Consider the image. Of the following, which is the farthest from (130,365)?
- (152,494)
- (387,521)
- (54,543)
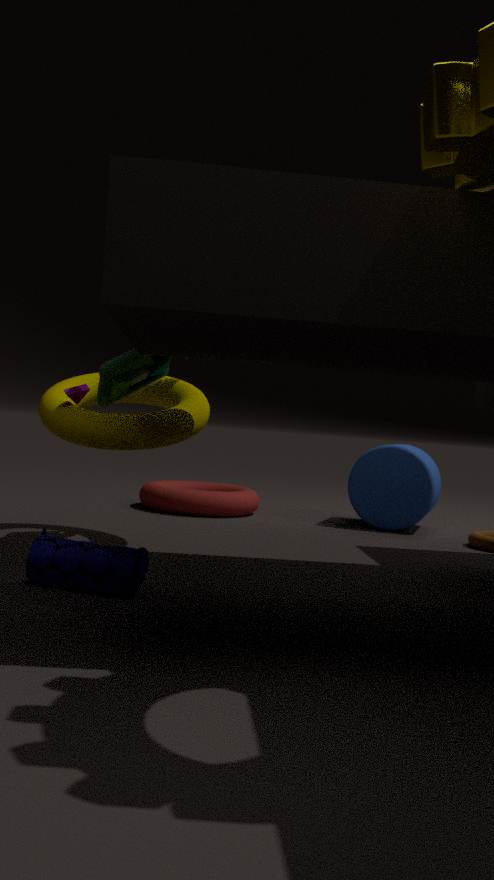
(387,521)
